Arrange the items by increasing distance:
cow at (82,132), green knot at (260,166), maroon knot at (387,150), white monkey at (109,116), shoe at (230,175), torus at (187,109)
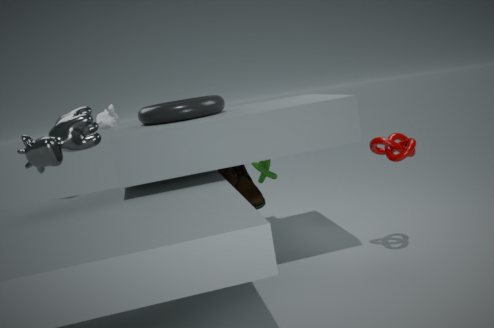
maroon knot at (387,150) → cow at (82,132) → torus at (187,109) → shoe at (230,175) → white monkey at (109,116) → green knot at (260,166)
